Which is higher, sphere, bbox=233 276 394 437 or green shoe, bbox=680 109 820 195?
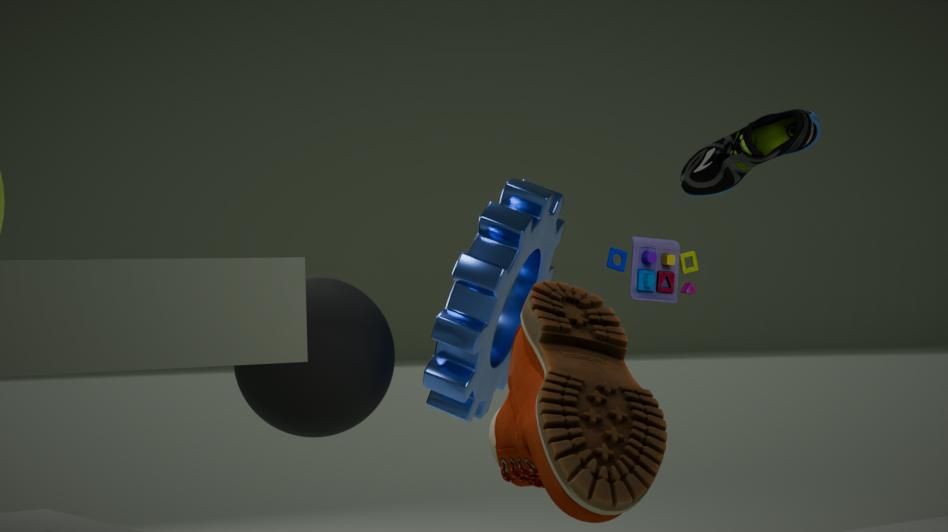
green shoe, bbox=680 109 820 195
